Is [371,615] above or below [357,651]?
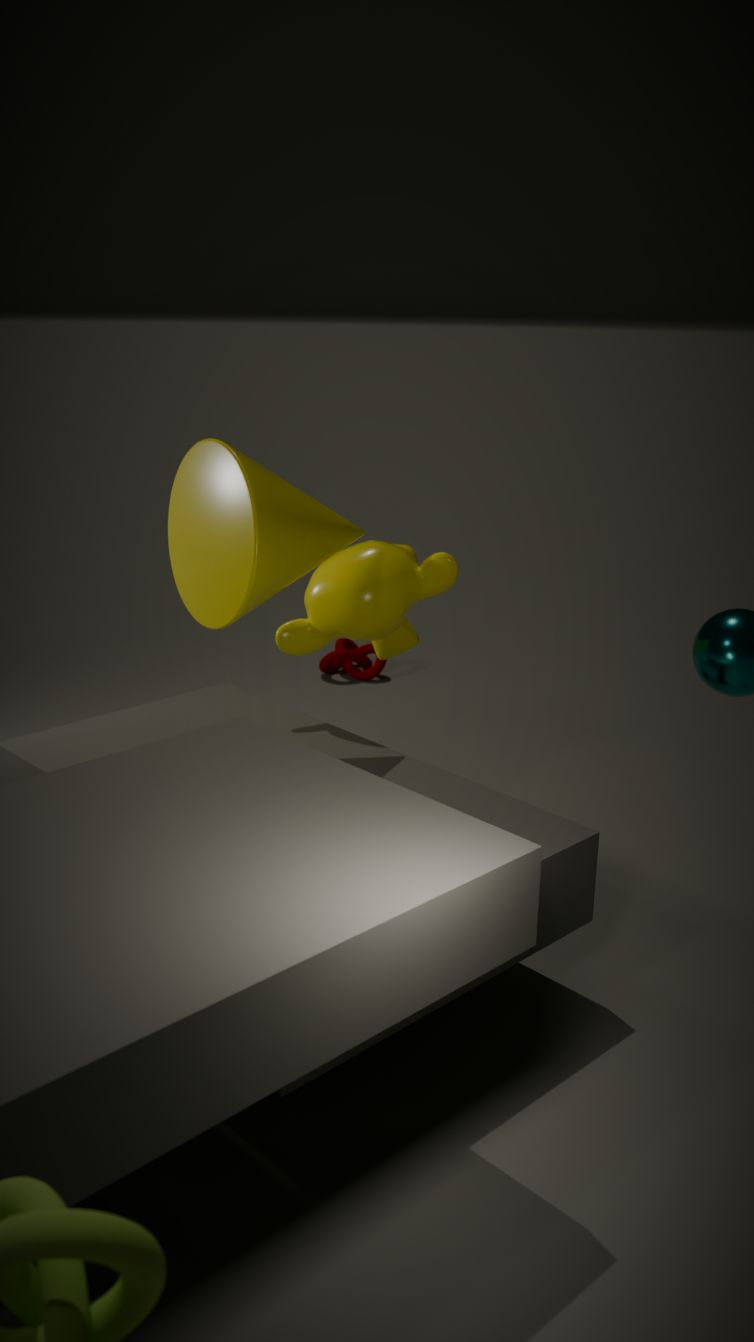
above
